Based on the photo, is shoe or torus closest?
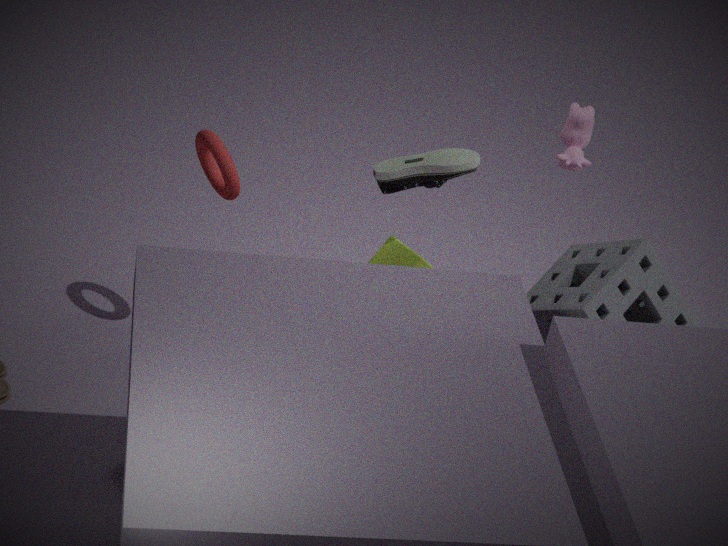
shoe
